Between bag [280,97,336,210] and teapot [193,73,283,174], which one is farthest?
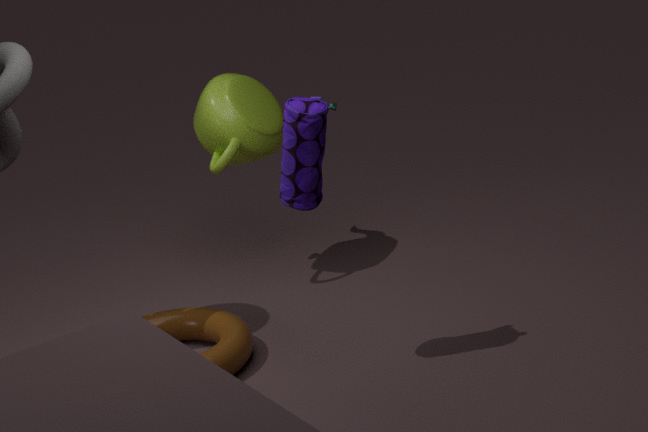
teapot [193,73,283,174]
